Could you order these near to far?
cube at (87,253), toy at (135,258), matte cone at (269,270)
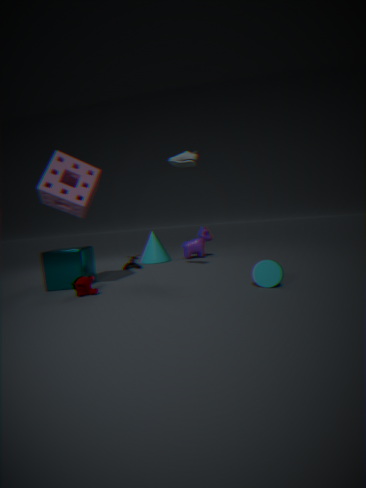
matte cone at (269,270), cube at (87,253), toy at (135,258)
